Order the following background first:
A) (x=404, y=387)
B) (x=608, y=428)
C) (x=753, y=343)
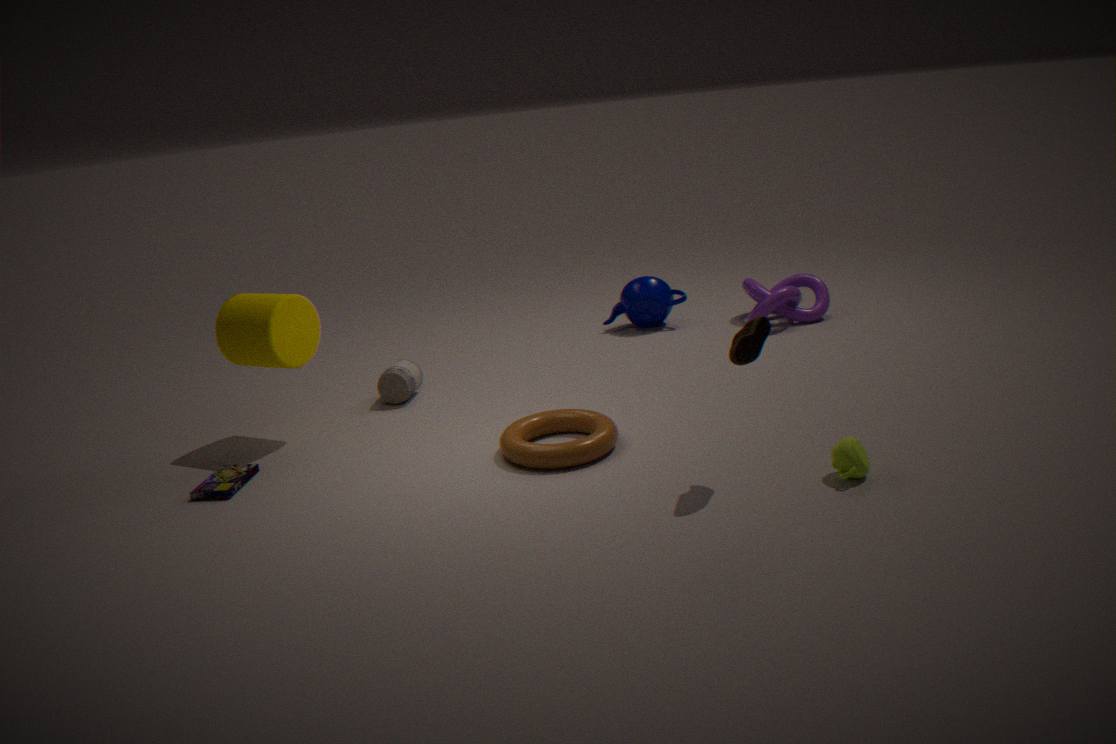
(x=404, y=387) → (x=608, y=428) → (x=753, y=343)
